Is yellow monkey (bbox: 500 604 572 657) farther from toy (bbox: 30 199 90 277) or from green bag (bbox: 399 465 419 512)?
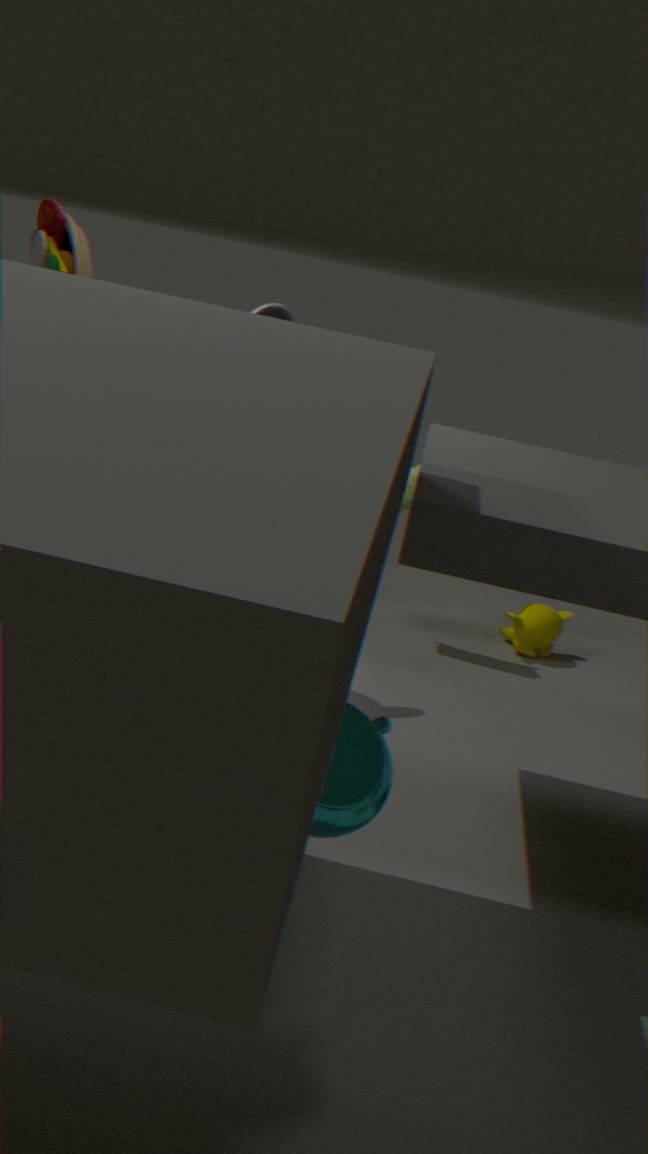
toy (bbox: 30 199 90 277)
